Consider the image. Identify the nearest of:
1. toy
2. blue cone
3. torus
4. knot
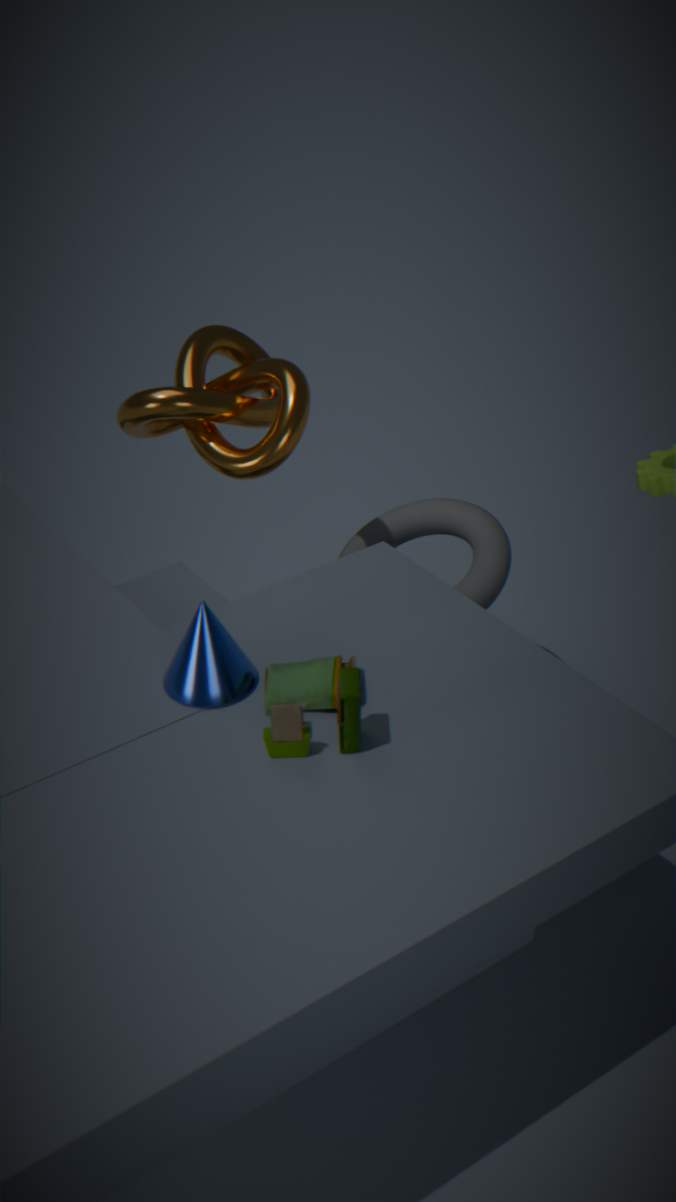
toy
